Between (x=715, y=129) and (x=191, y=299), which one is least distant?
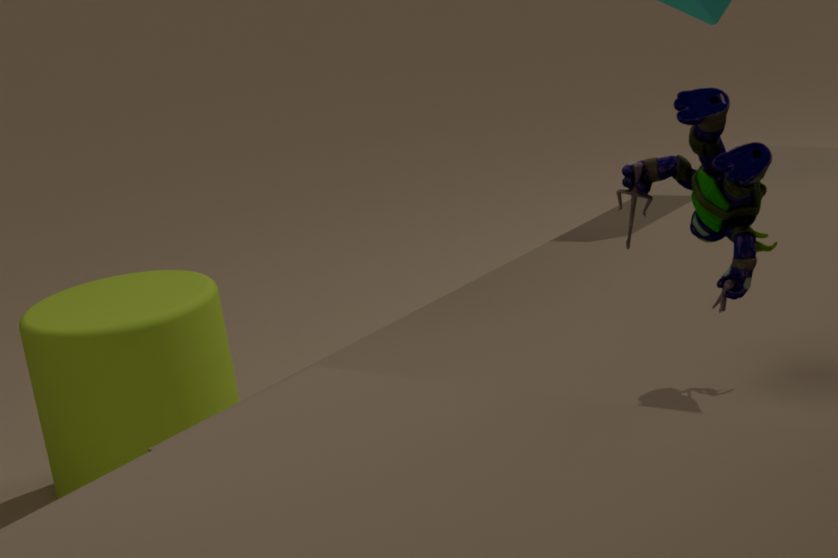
(x=715, y=129)
